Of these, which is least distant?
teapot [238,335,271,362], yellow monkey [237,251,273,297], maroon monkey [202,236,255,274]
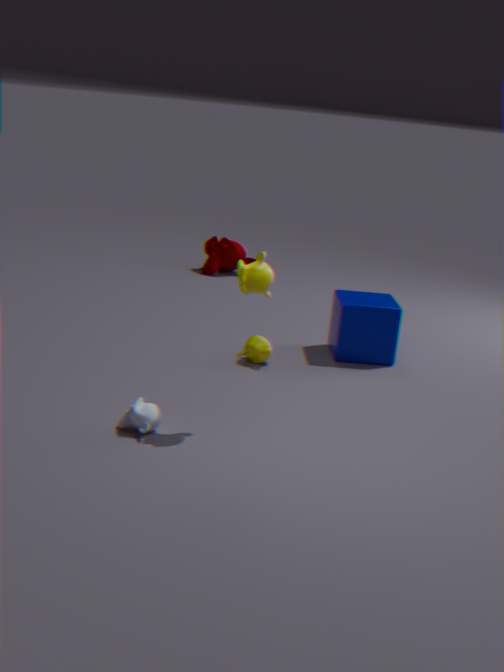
yellow monkey [237,251,273,297]
